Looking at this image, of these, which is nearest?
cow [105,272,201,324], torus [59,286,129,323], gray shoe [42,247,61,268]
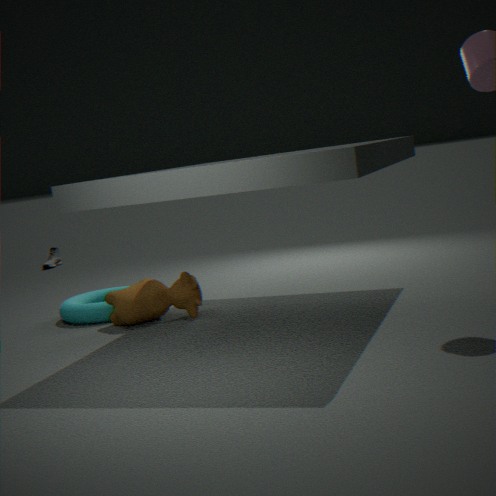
cow [105,272,201,324]
